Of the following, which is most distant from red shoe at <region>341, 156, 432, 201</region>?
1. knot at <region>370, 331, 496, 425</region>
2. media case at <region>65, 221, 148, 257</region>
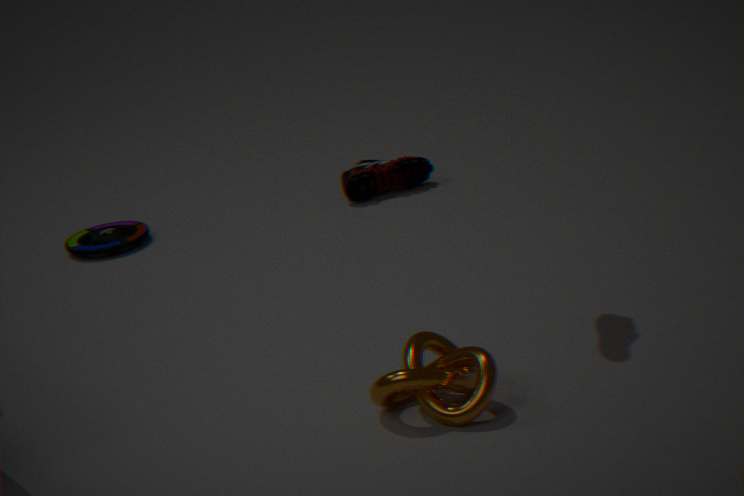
knot at <region>370, 331, 496, 425</region>
